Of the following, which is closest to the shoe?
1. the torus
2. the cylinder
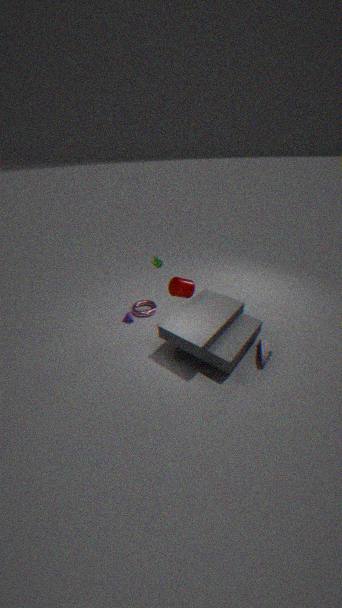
the cylinder
